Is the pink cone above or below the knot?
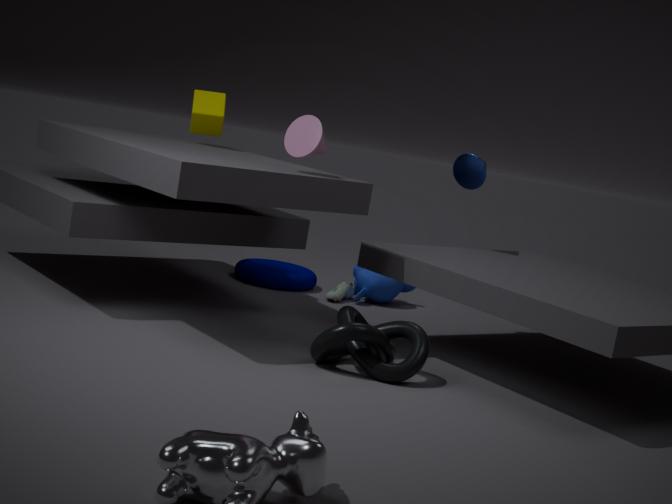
above
